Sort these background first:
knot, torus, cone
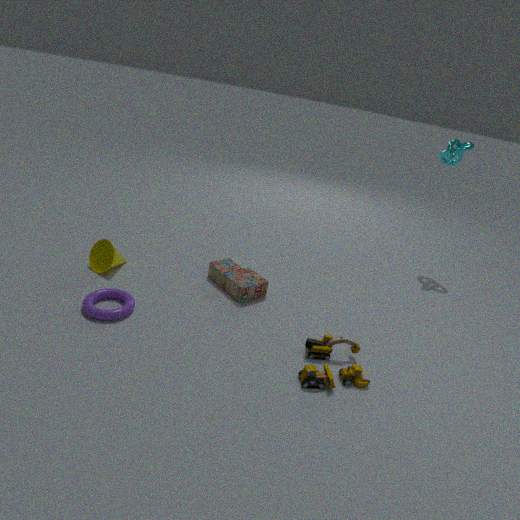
knot → cone → torus
